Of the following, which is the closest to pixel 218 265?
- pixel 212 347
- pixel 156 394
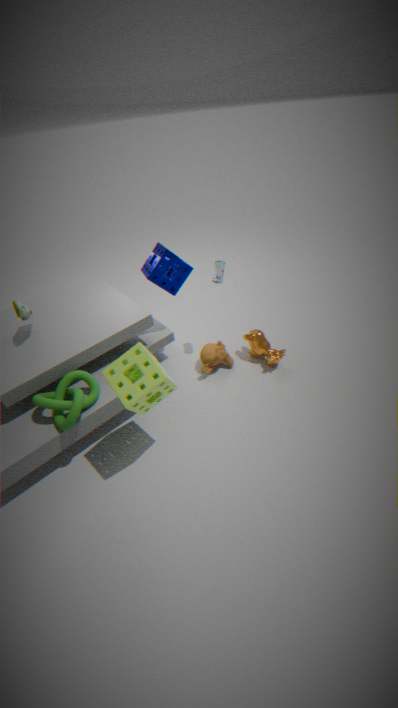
pixel 212 347
